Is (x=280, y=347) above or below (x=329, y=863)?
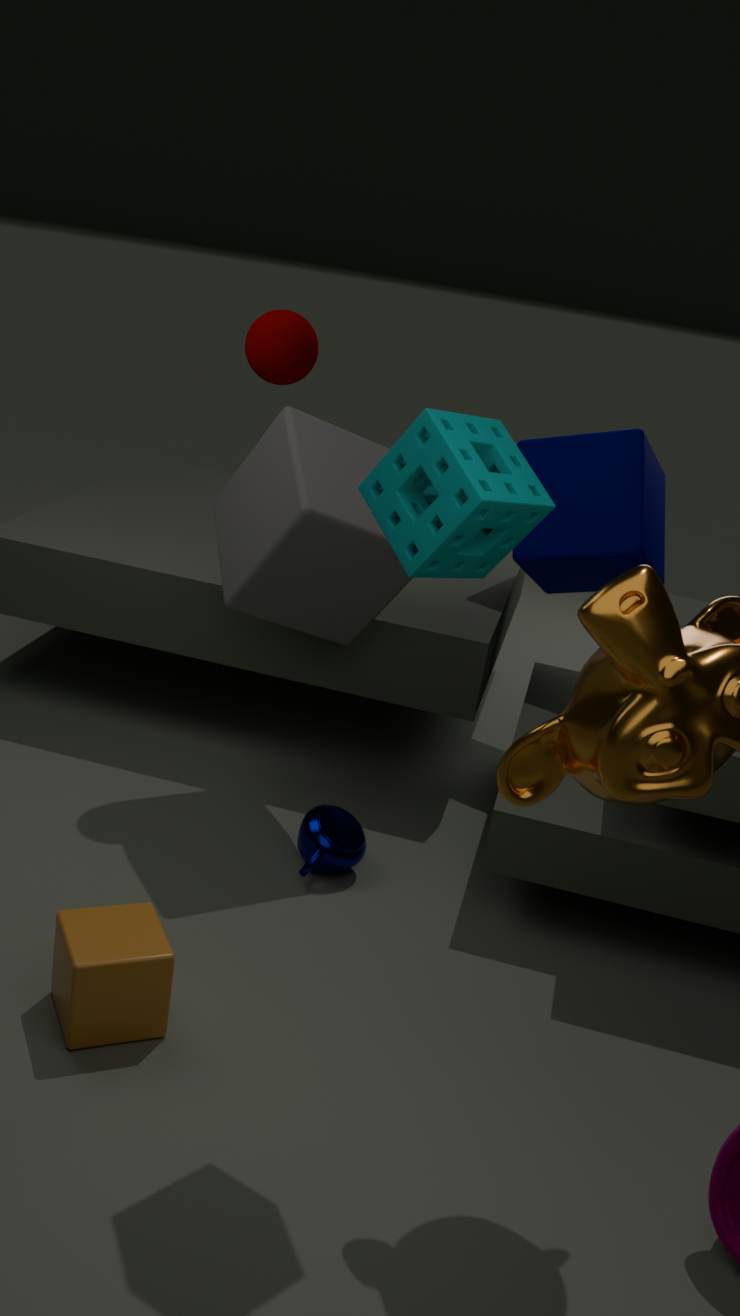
above
